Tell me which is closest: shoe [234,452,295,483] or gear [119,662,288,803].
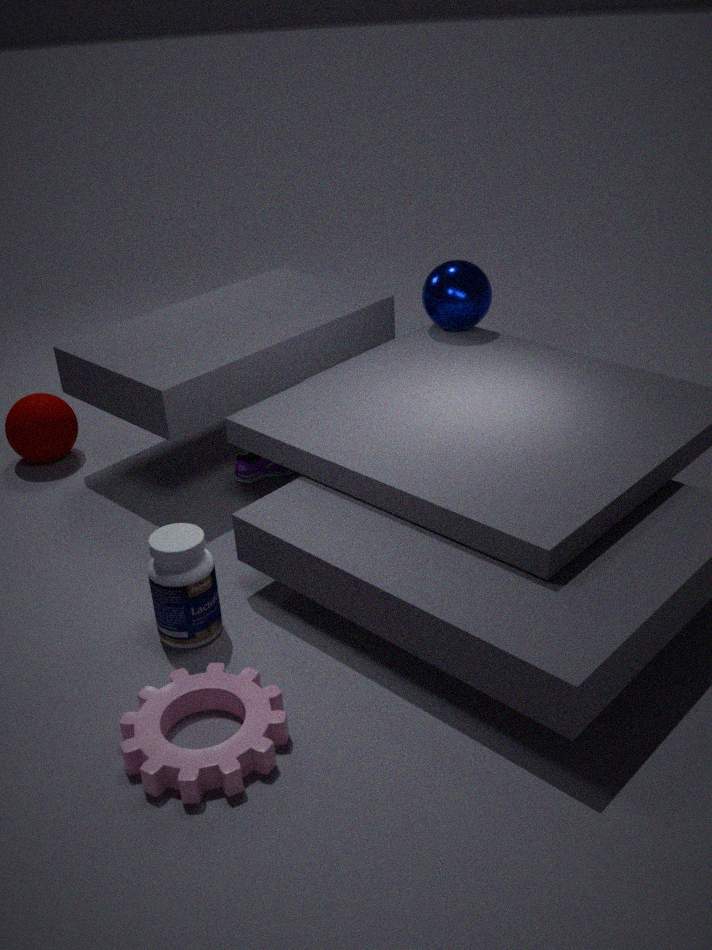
gear [119,662,288,803]
